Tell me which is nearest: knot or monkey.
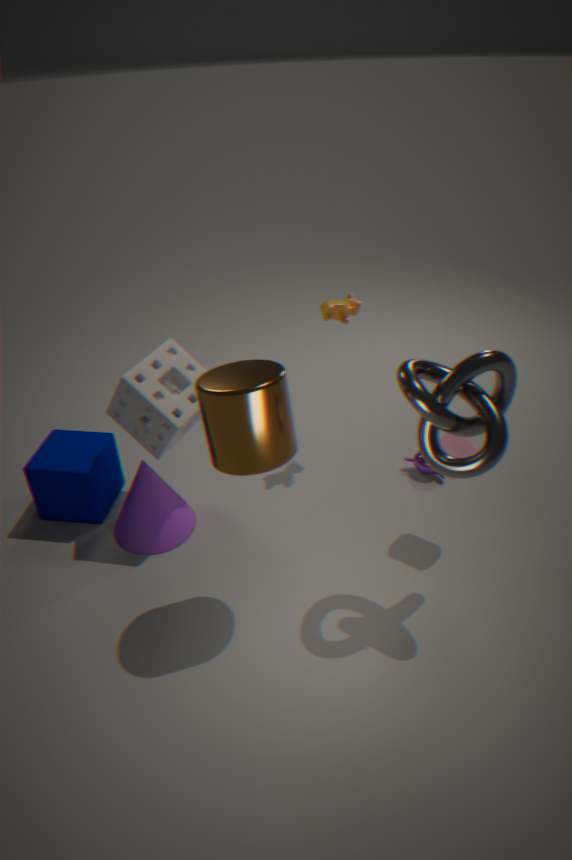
knot
